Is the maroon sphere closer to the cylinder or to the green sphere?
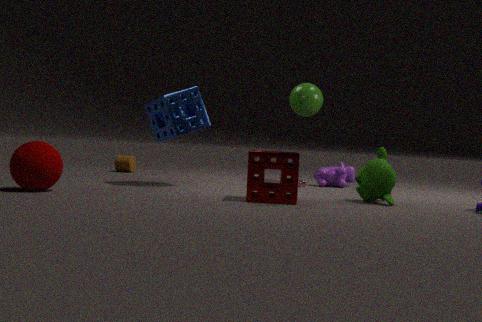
the cylinder
